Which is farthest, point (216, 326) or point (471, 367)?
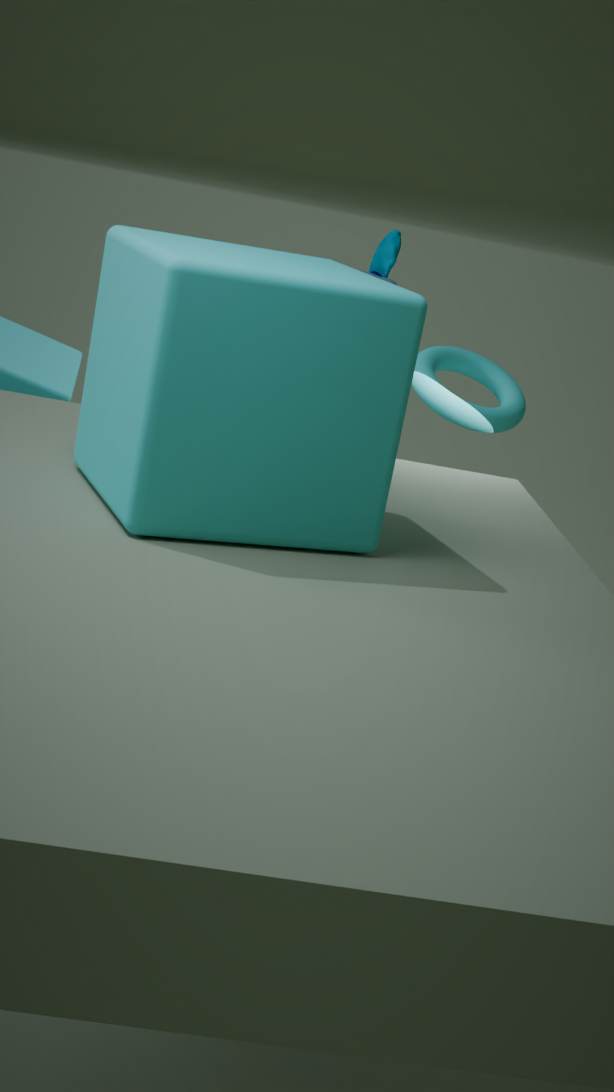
point (471, 367)
